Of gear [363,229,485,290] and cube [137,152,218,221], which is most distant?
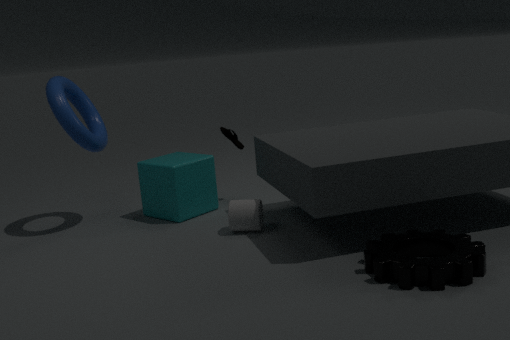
cube [137,152,218,221]
